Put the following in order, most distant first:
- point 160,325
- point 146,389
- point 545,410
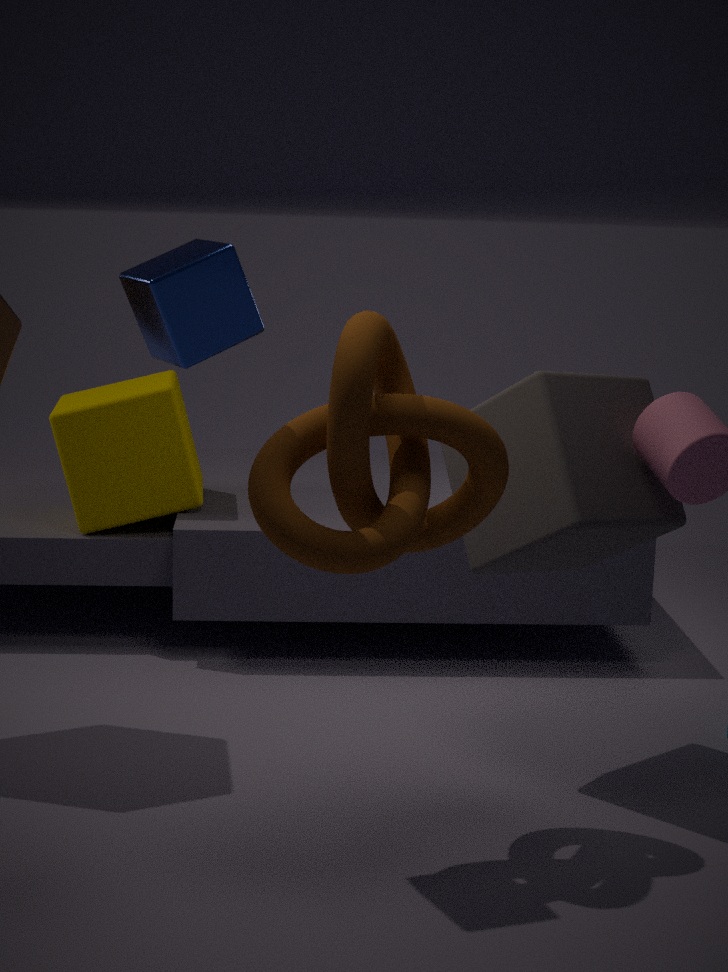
point 146,389 < point 545,410 < point 160,325
